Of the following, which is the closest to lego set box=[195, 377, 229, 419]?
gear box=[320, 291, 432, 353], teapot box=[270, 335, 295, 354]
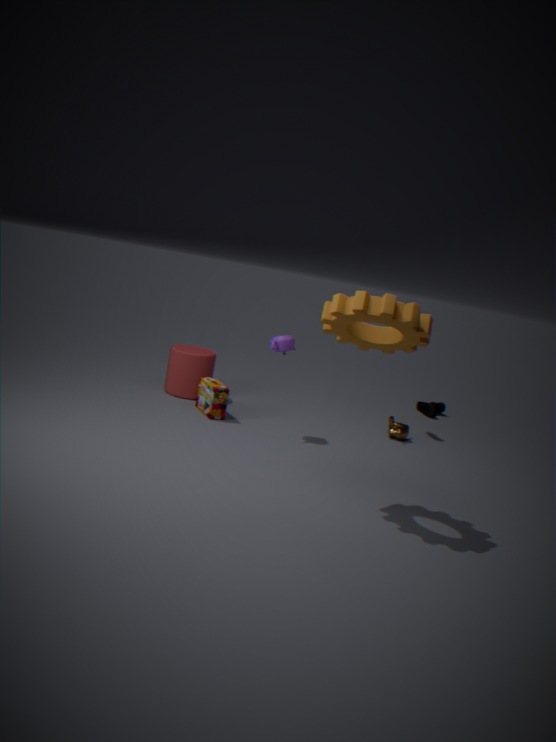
teapot box=[270, 335, 295, 354]
